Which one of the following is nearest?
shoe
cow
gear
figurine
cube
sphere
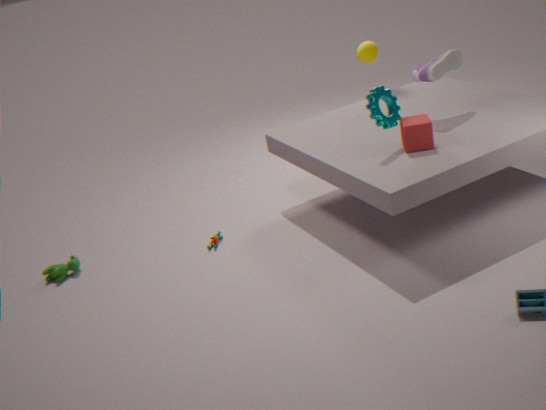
gear
